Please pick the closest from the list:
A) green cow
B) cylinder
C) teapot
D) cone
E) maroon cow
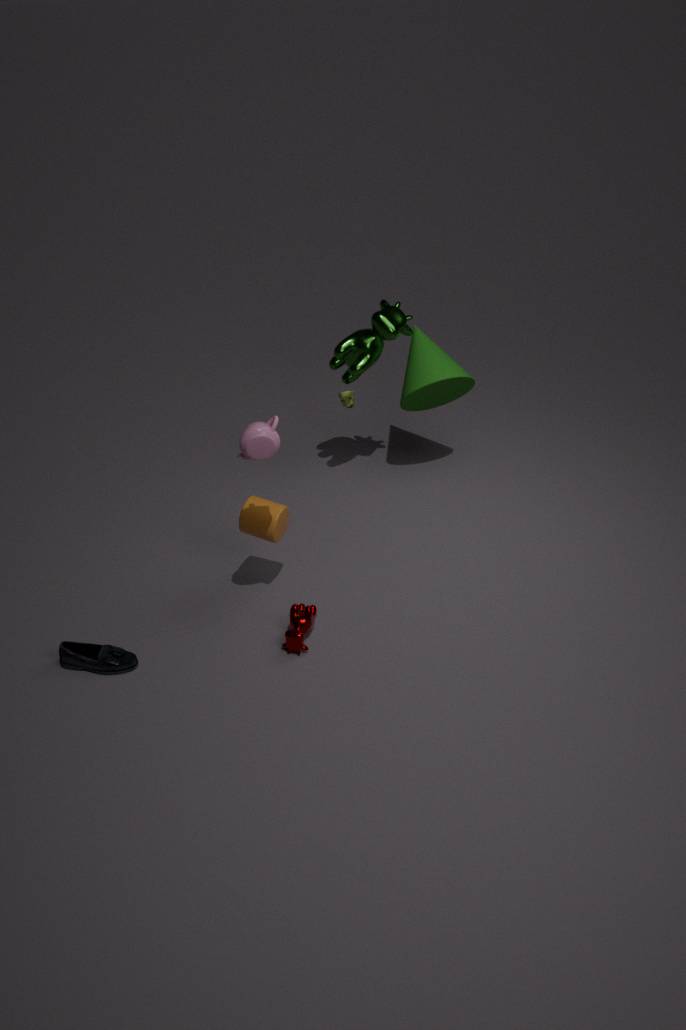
teapot
